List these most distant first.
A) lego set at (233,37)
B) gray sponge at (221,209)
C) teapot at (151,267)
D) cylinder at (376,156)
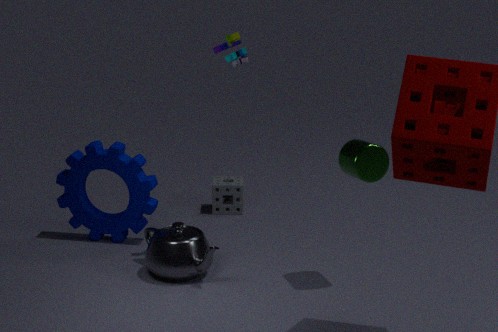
gray sponge at (221,209)
teapot at (151,267)
lego set at (233,37)
cylinder at (376,156)
